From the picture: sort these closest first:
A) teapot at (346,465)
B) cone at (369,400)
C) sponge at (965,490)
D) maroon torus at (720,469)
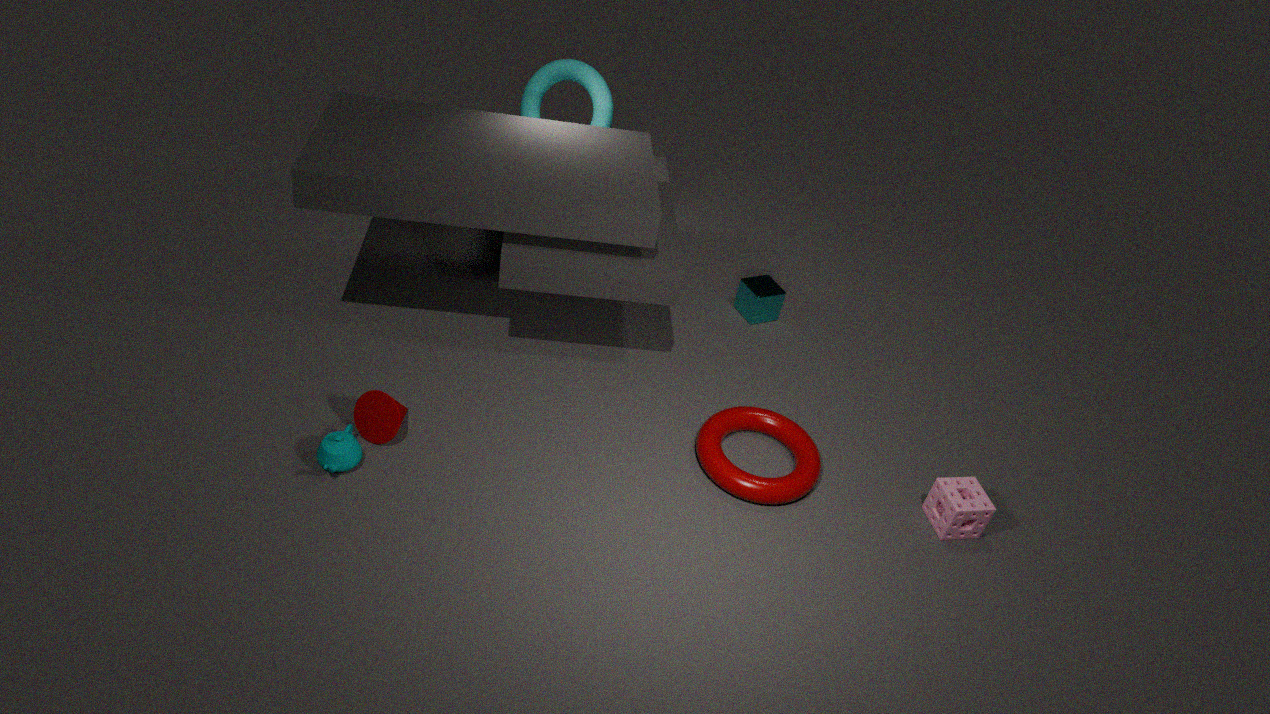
1. teapot at (346,465)
2. cone at (369,400)
3. sponge at (965,490)
4. maroon torus at (720,469)
